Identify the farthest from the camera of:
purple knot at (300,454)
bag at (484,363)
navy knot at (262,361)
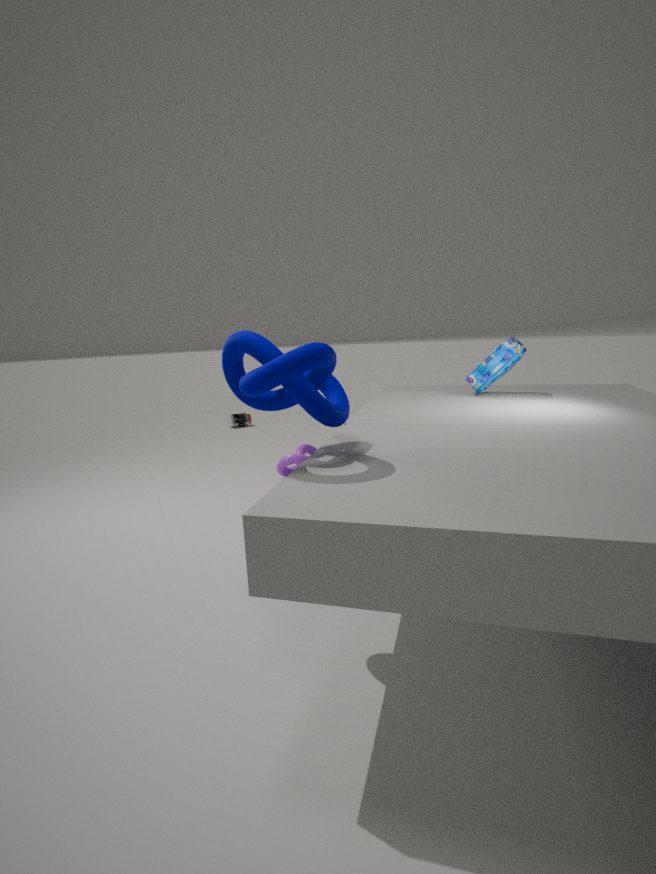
purple knot at (300,454)
